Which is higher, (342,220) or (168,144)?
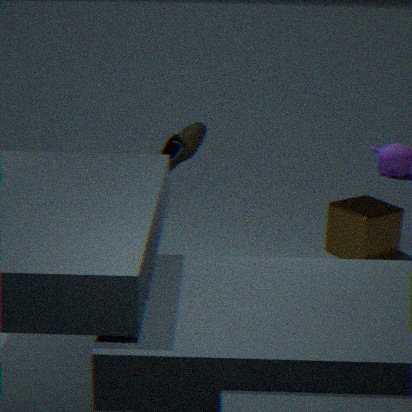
(168,144)
